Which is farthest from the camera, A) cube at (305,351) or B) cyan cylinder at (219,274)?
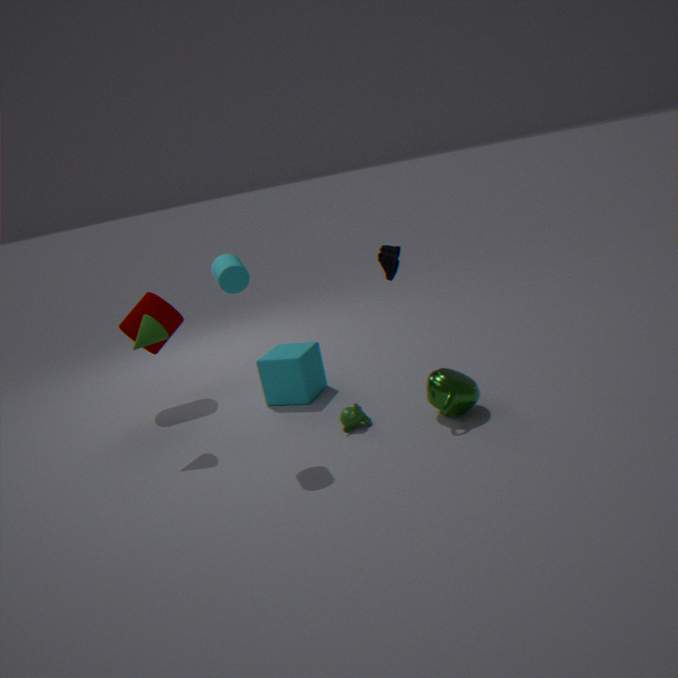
A. cube at (305,351)
